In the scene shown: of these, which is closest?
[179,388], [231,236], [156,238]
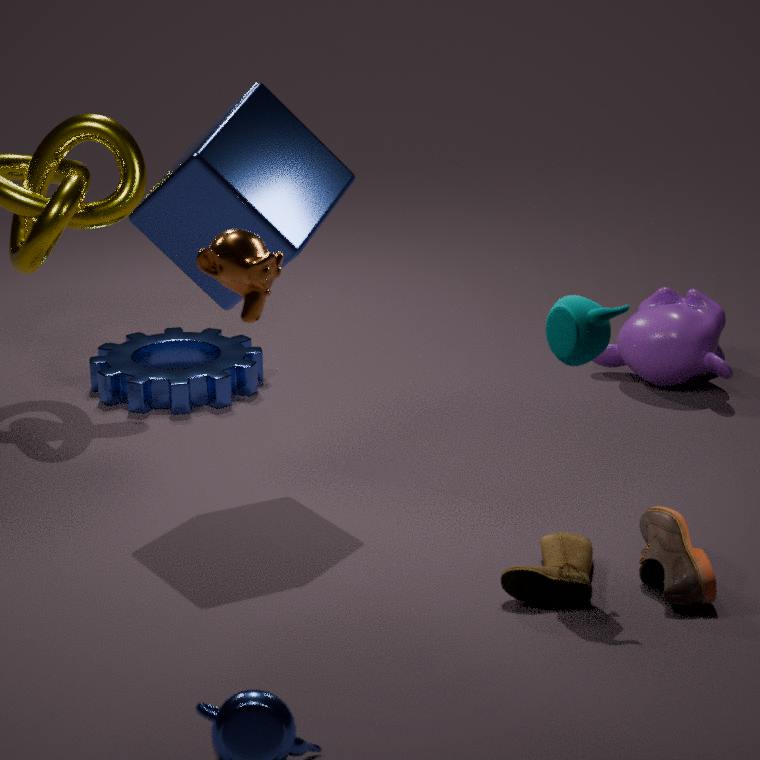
[231,236]
